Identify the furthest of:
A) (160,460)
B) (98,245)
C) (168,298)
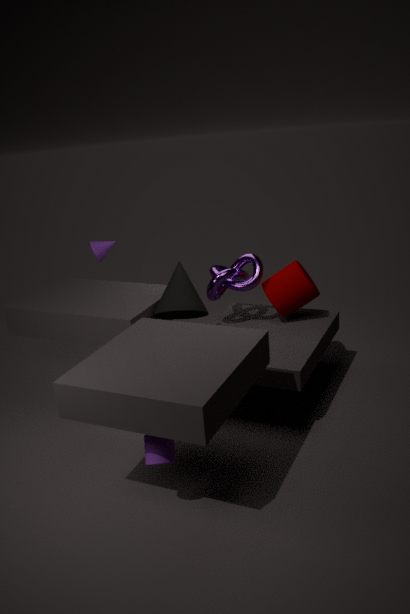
(98,245)
